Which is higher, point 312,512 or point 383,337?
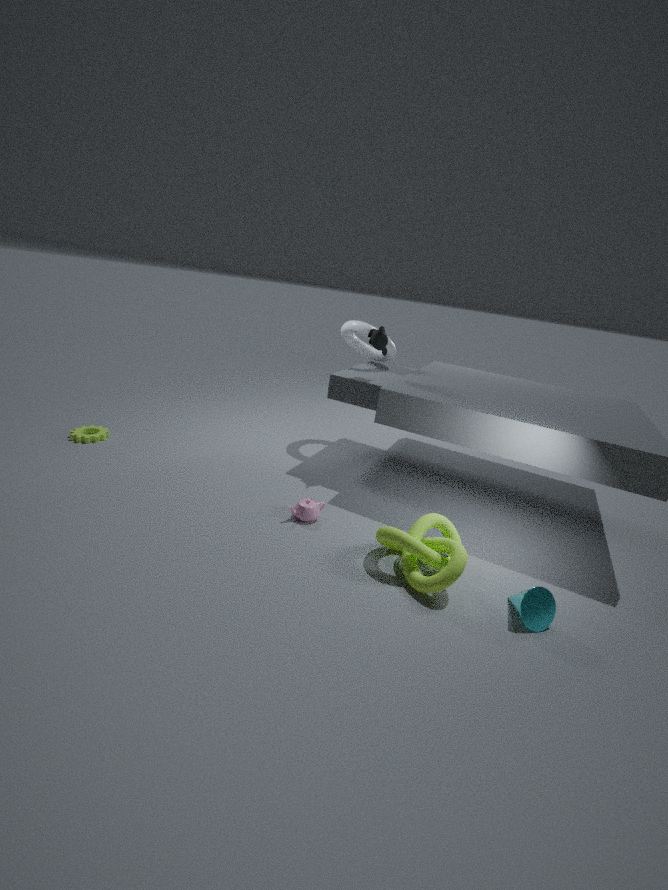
point 383,337
